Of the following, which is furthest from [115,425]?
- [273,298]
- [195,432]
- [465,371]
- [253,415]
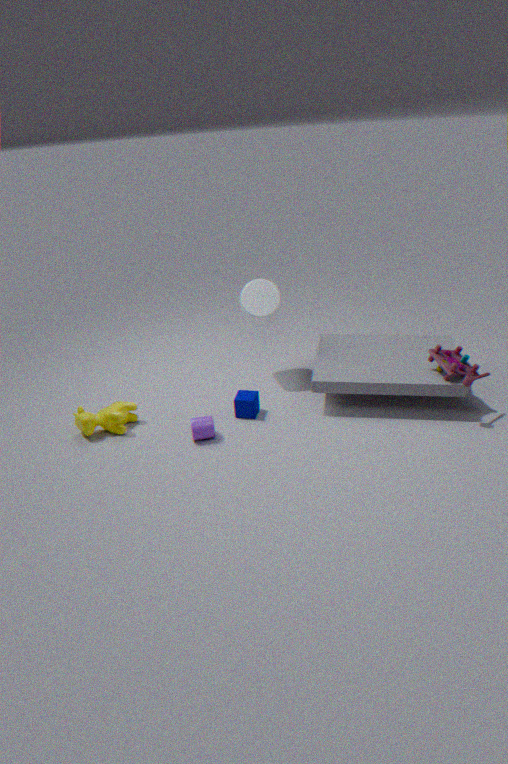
[465,371]
